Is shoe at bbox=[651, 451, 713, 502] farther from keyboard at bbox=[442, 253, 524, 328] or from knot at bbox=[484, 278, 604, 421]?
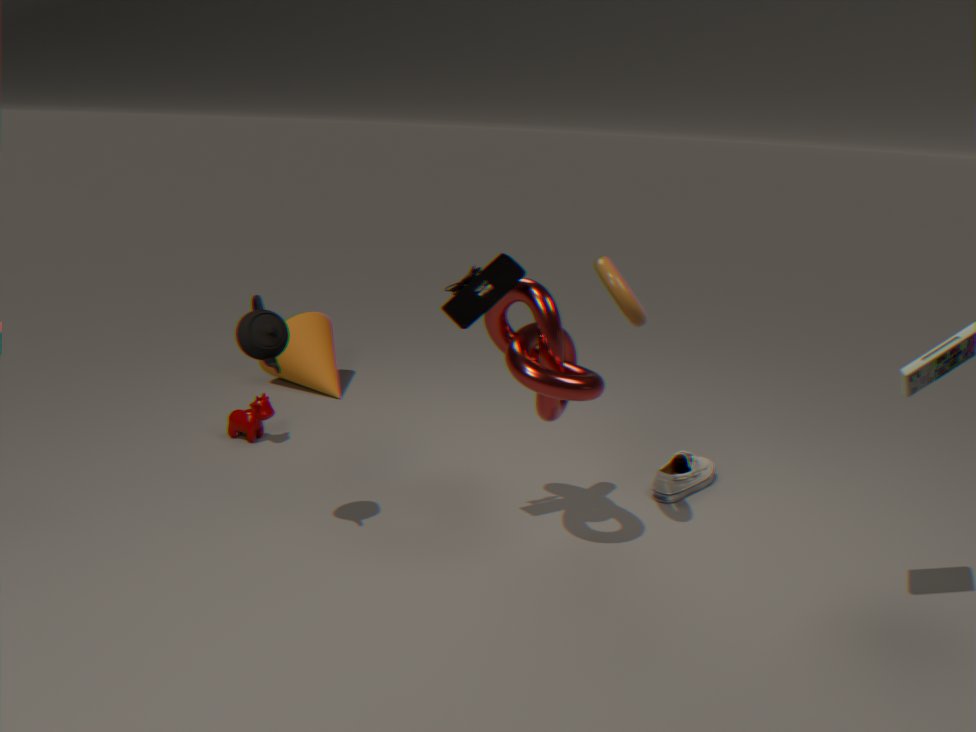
keyboard at bbox=[442, 253, 524, 328]
